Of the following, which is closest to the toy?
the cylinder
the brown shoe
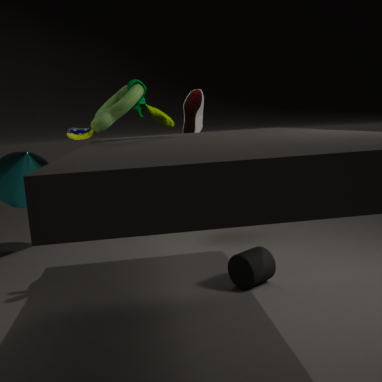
the cylinder
